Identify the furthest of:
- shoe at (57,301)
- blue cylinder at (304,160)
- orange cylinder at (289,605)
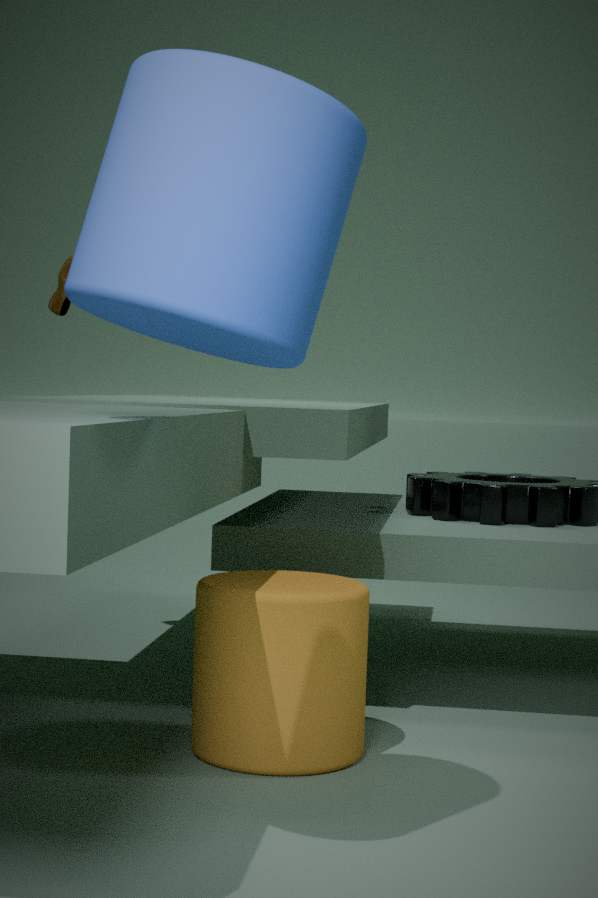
shoe at (57,301)
